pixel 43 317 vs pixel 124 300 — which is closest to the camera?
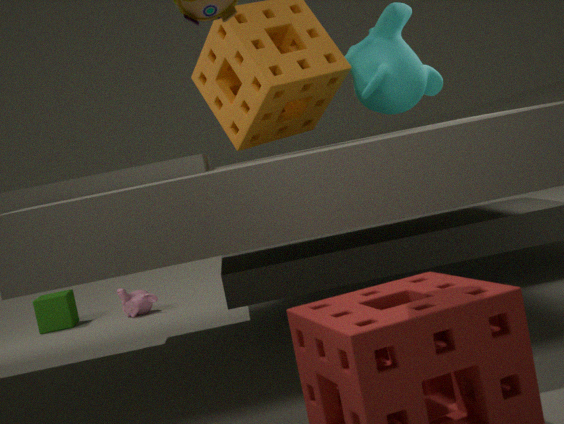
pixel 124 300
